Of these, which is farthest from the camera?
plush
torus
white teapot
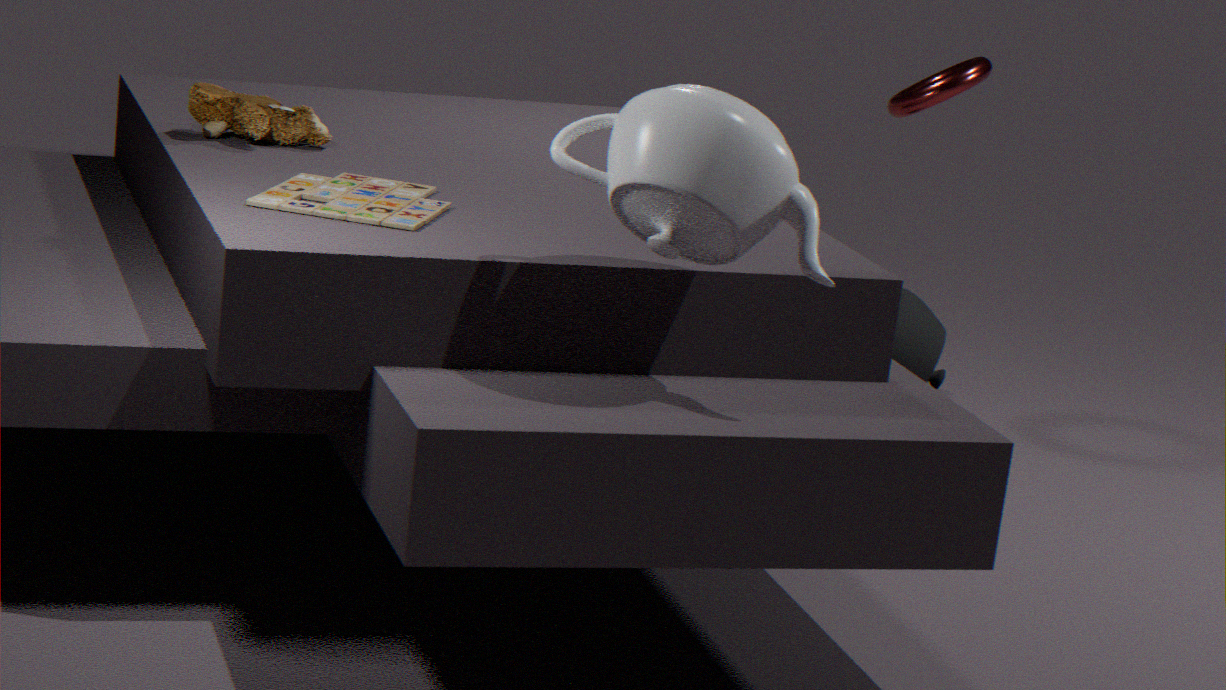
torus
